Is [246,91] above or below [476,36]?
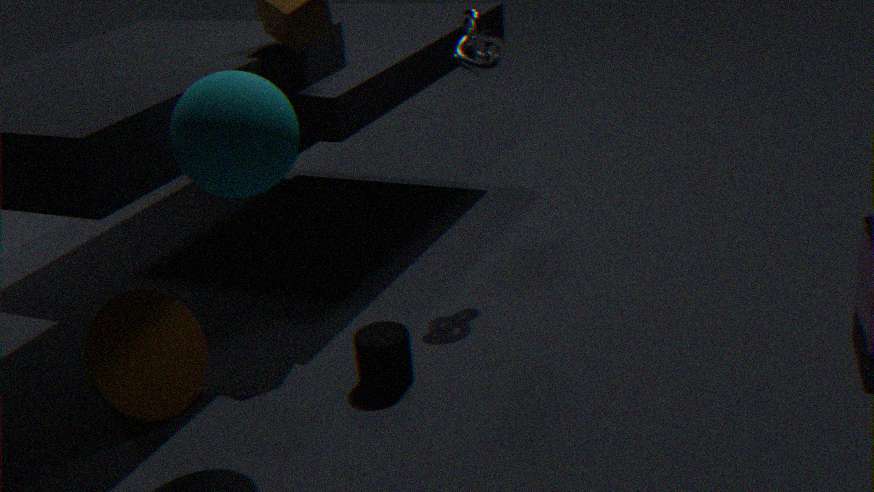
above
